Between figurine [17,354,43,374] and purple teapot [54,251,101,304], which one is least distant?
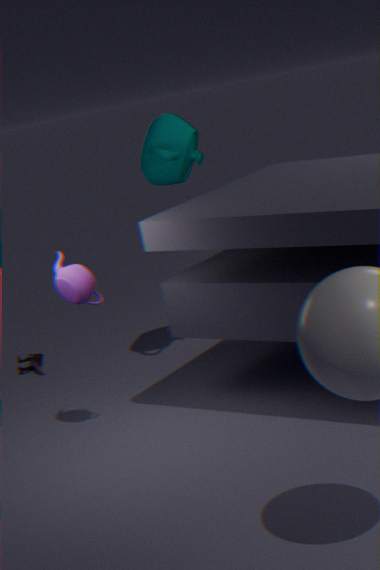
purple teapot [54,251,101,304]
